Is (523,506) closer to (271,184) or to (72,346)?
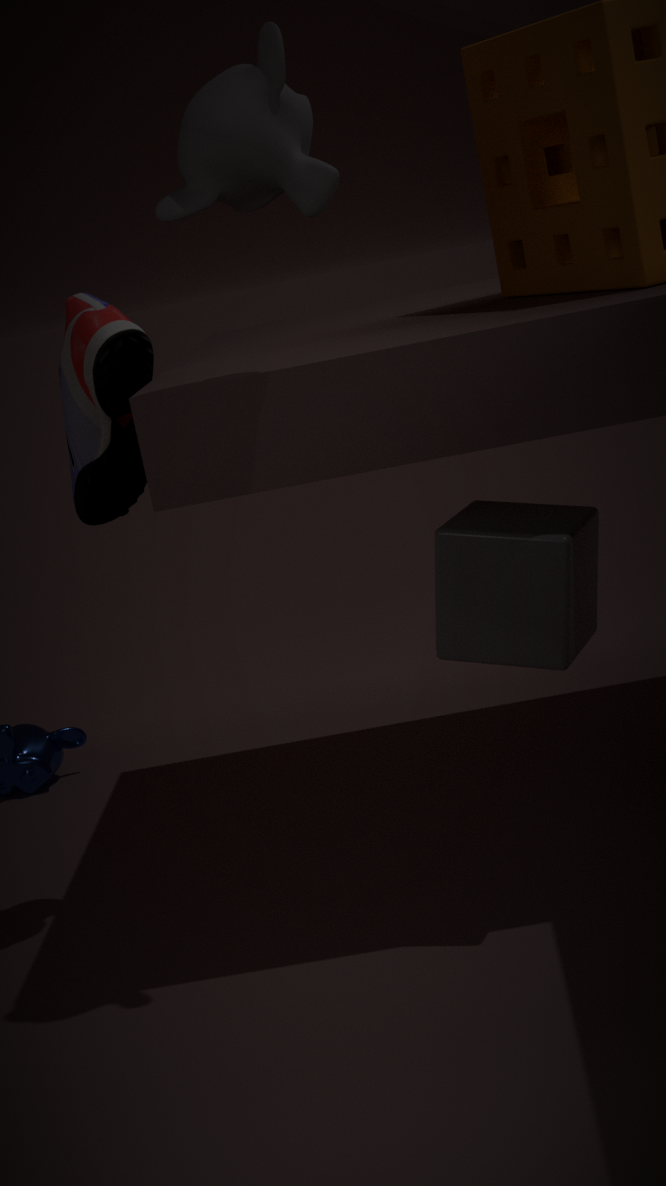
(72,346)
